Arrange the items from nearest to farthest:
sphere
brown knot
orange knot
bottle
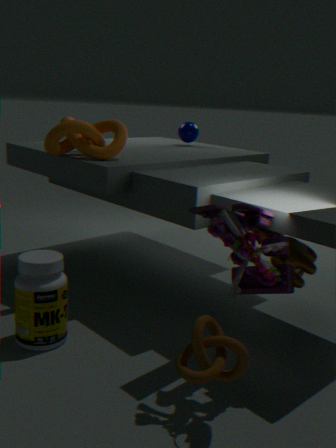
brown knot
bottle
orange knot
sphere
